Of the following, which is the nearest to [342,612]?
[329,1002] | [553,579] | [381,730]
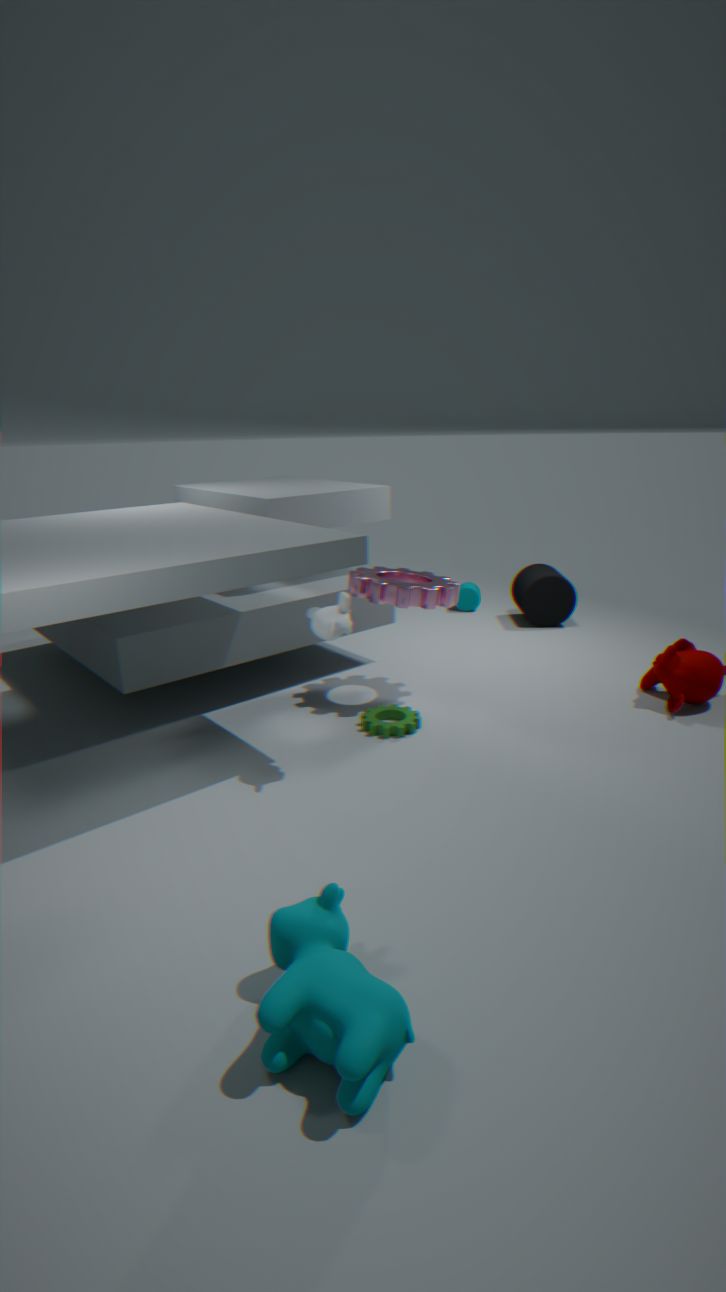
[381,730]
